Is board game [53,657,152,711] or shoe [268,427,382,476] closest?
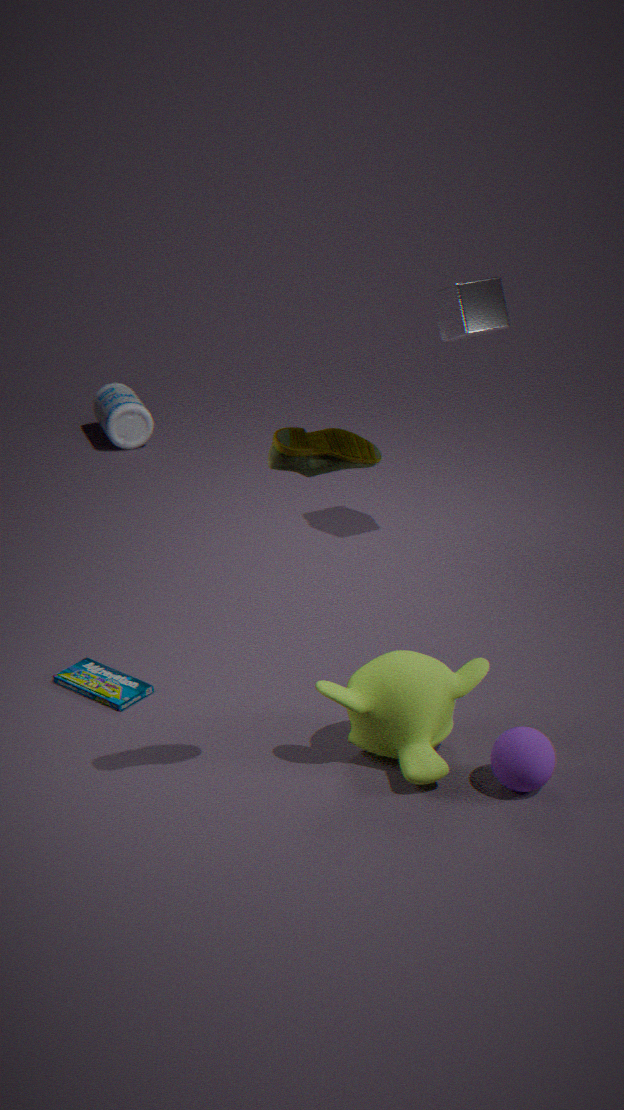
shoe [268,427,382,476]
